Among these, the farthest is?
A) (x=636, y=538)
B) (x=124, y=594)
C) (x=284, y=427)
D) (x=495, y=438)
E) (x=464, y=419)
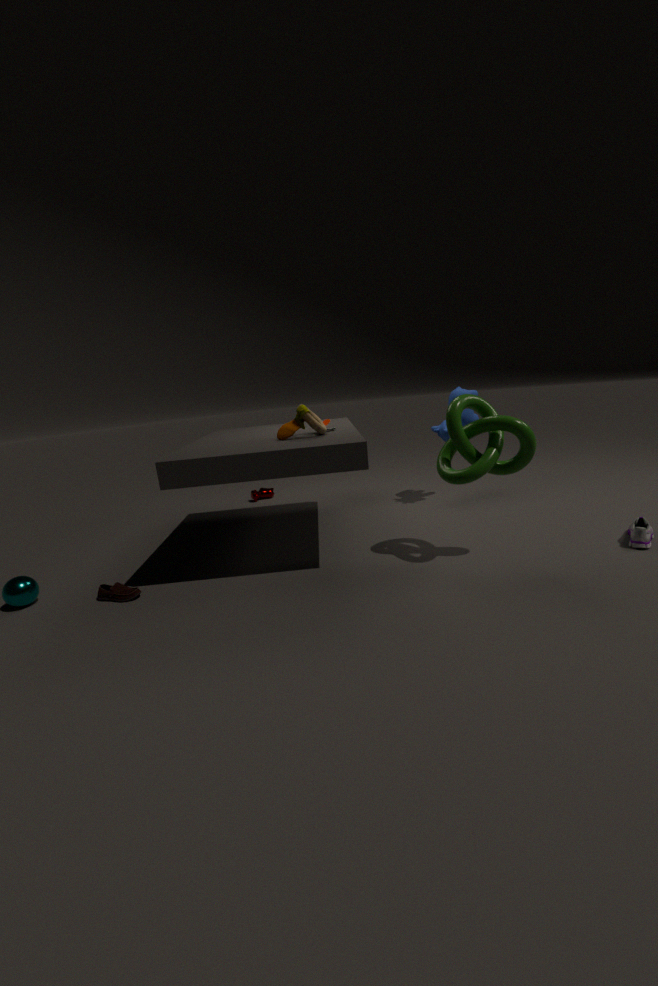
(x=464, y=419)
